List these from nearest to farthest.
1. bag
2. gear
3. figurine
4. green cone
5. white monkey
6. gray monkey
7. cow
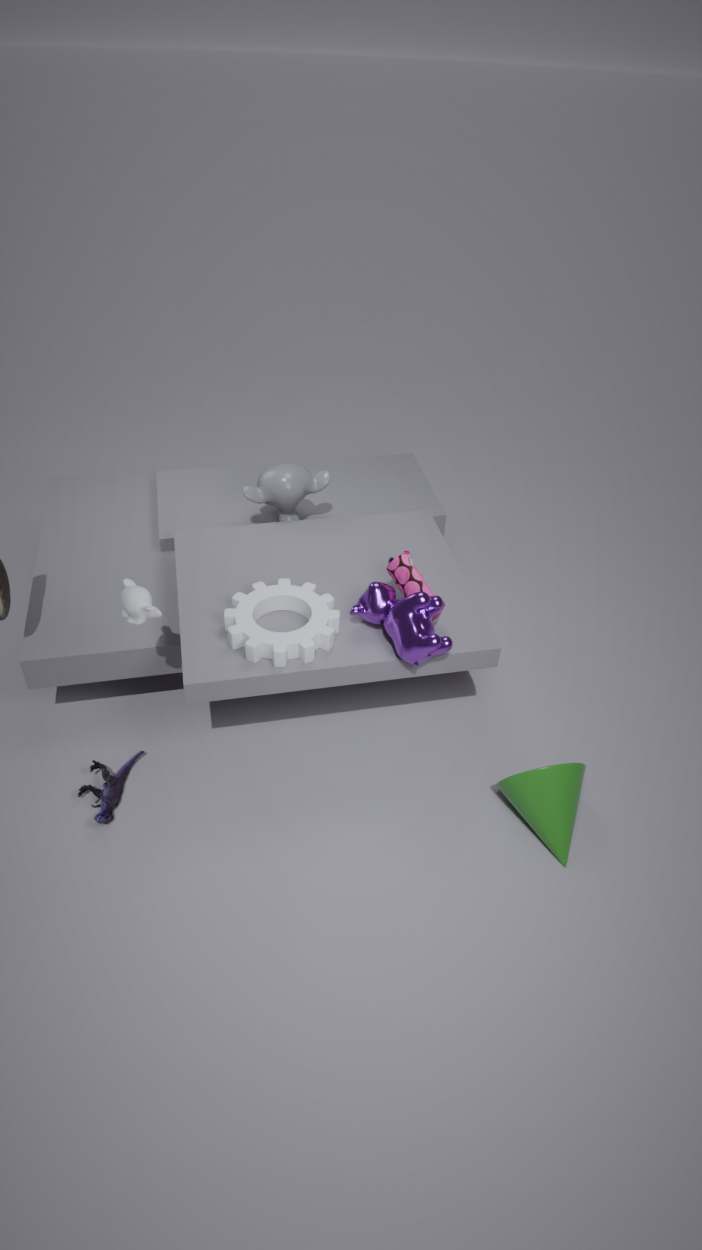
white monkey → cow → gear → green cone → figurine → bag → gray monkey
